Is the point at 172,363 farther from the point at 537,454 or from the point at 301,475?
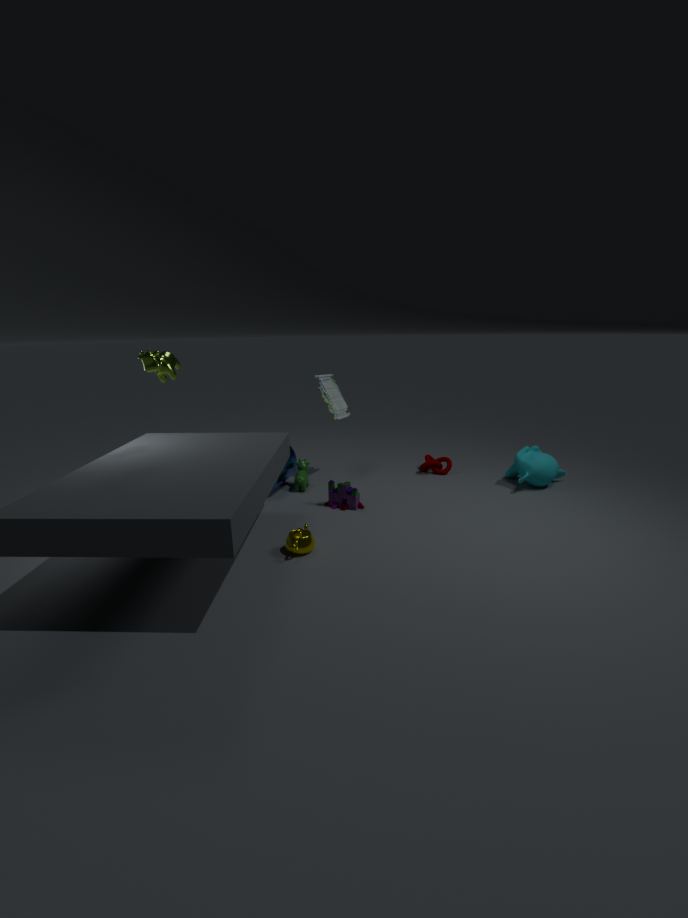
the point at 537,454
